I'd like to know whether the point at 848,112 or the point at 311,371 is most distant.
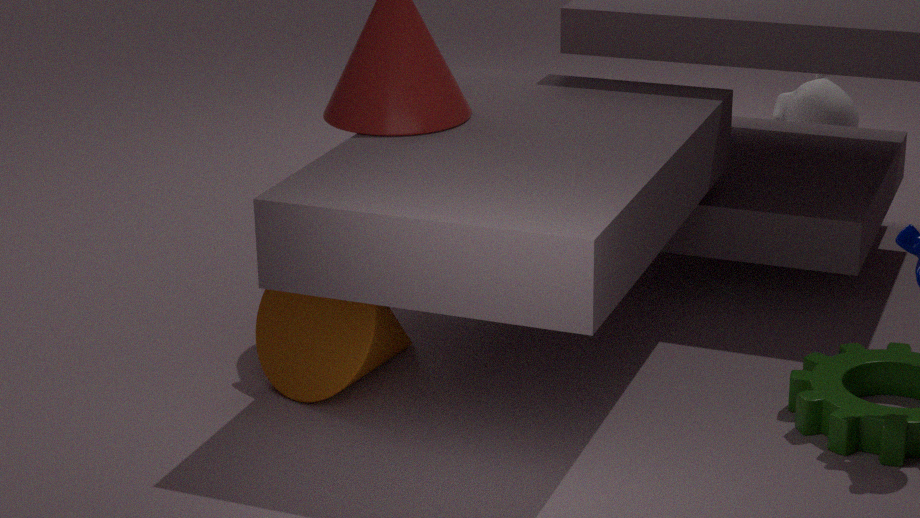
the point at 848,112
